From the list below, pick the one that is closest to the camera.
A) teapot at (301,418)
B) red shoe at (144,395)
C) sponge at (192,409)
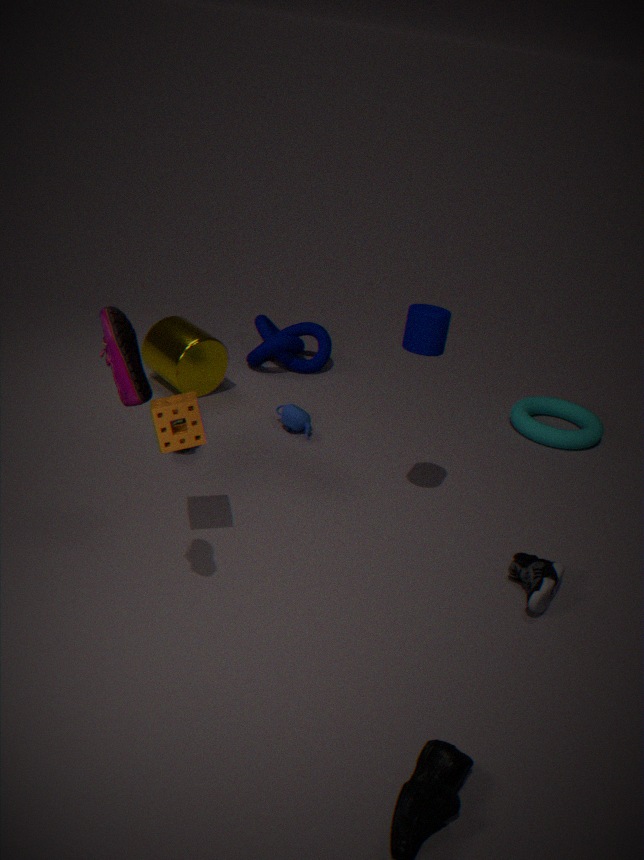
red shoe at (144,395)
